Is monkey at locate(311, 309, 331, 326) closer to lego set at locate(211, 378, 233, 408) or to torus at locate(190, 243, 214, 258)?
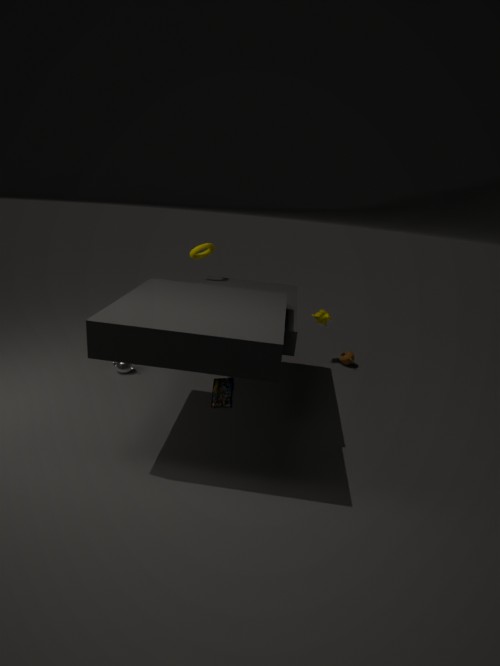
torus at locate(190, 243, 214, 258)
